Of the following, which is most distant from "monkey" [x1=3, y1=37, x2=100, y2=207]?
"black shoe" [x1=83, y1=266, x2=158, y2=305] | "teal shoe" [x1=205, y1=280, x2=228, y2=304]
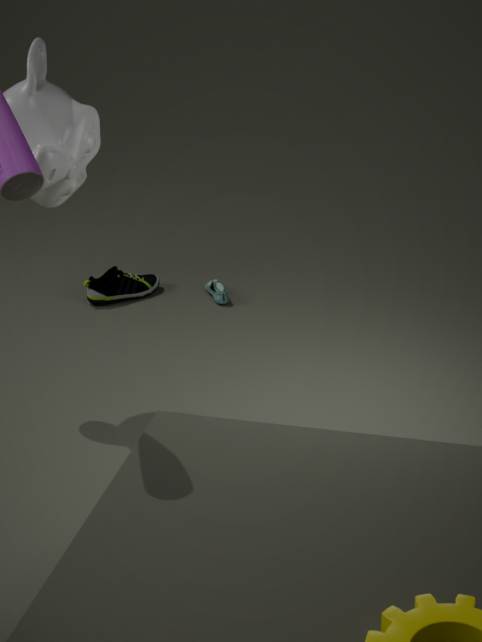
"teal shoe" [x1=205, y1=280, x2=228, y2=304]
